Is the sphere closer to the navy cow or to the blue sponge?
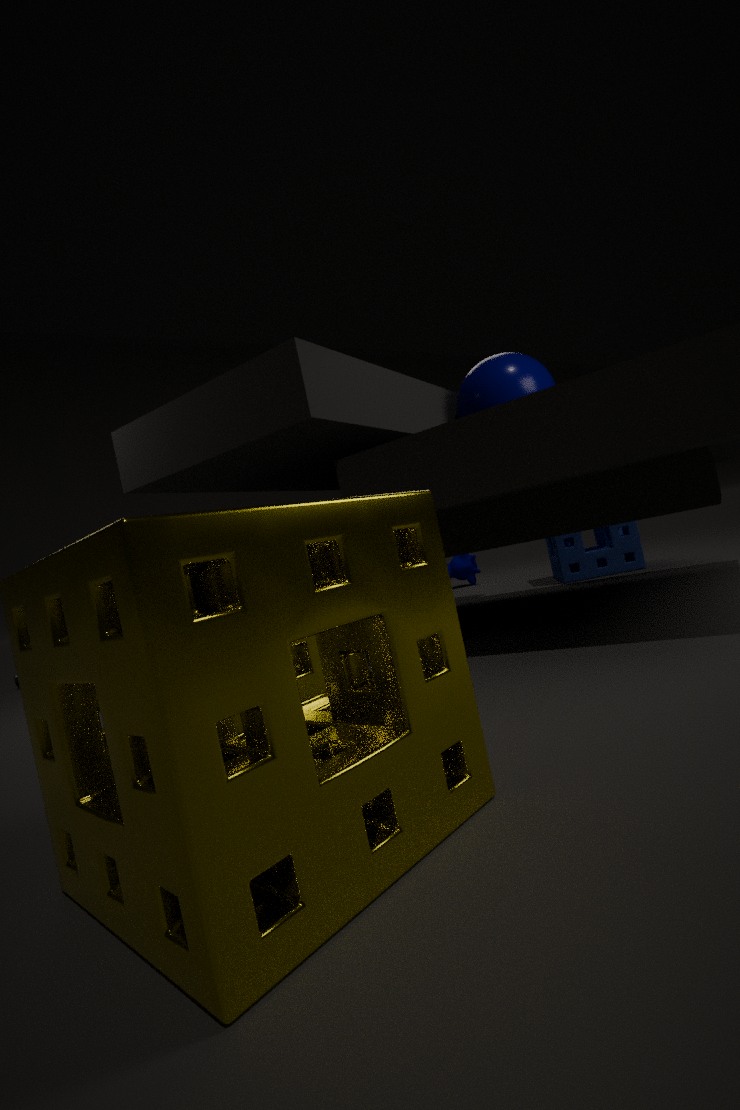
the blue sponge
